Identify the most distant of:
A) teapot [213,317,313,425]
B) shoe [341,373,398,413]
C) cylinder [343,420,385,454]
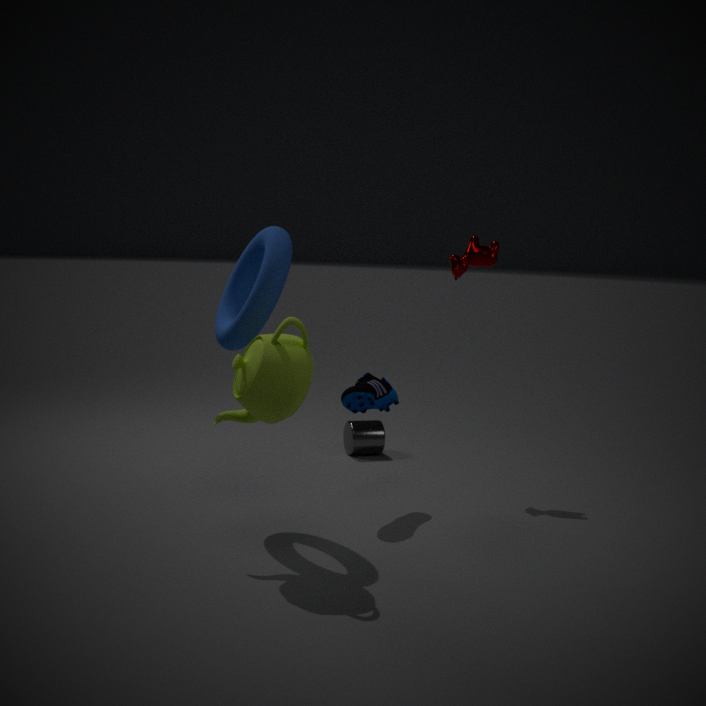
cylinder [343,420,385,454]
